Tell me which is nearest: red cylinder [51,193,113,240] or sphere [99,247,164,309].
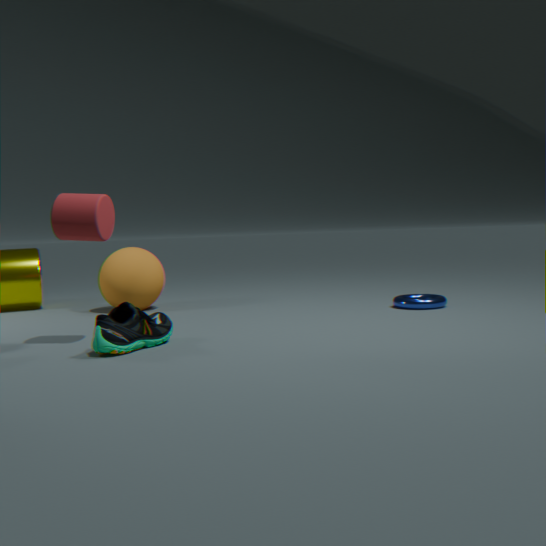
red cylinder [51,193,113,240]
